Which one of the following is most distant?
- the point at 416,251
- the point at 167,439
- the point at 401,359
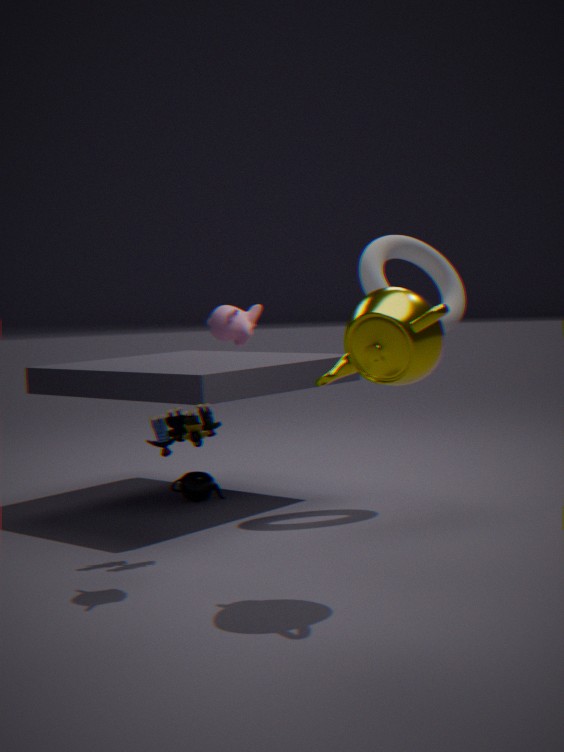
the point at 416,251
